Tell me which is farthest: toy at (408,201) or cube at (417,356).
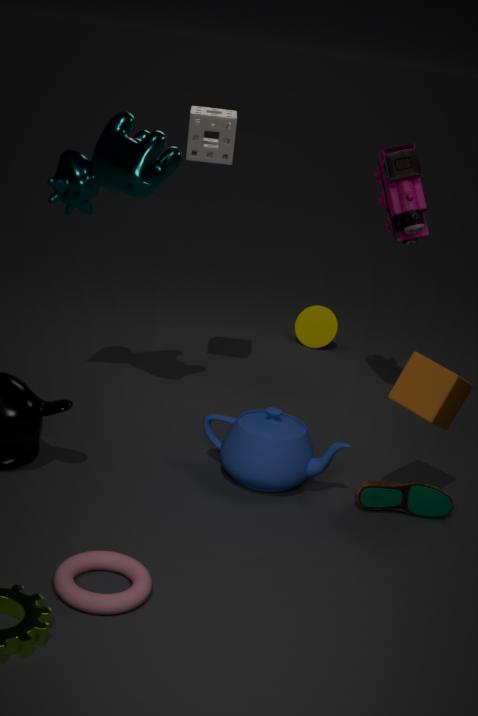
toy at (408,201)
